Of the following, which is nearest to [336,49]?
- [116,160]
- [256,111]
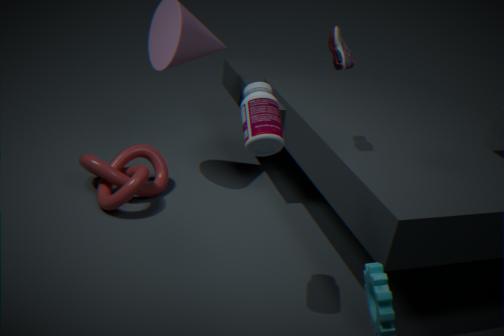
[256,111]
